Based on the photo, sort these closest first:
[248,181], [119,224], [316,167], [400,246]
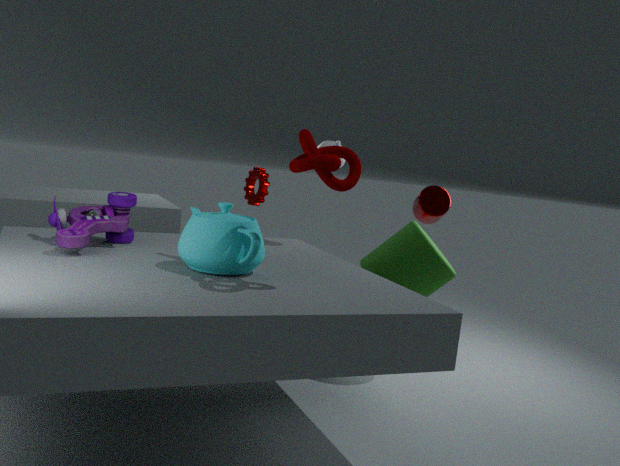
[316,167] → [119,224] → [400,246] → [248,181]
